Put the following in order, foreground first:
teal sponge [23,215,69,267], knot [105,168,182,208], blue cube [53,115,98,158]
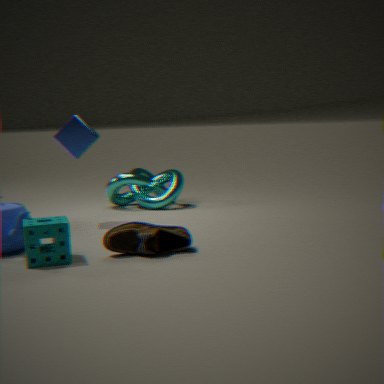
→ 1. teal sponge [23,215,69,267]
2. blue cube [53,115,98,158]
3. knot [105,168,182,208]
